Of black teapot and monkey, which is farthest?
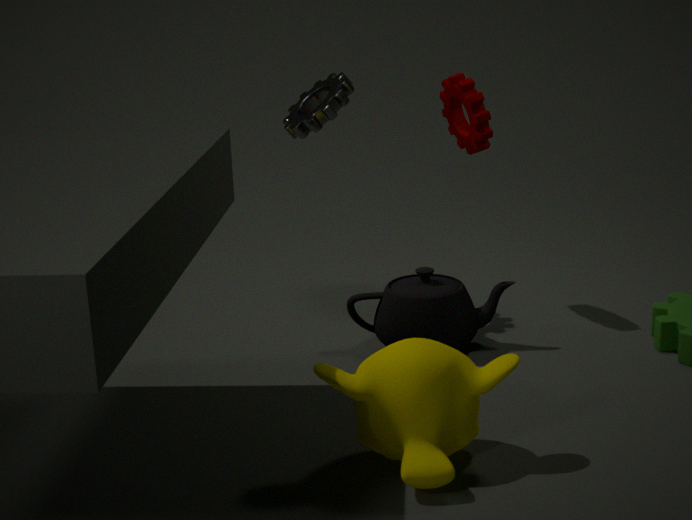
black teapot
